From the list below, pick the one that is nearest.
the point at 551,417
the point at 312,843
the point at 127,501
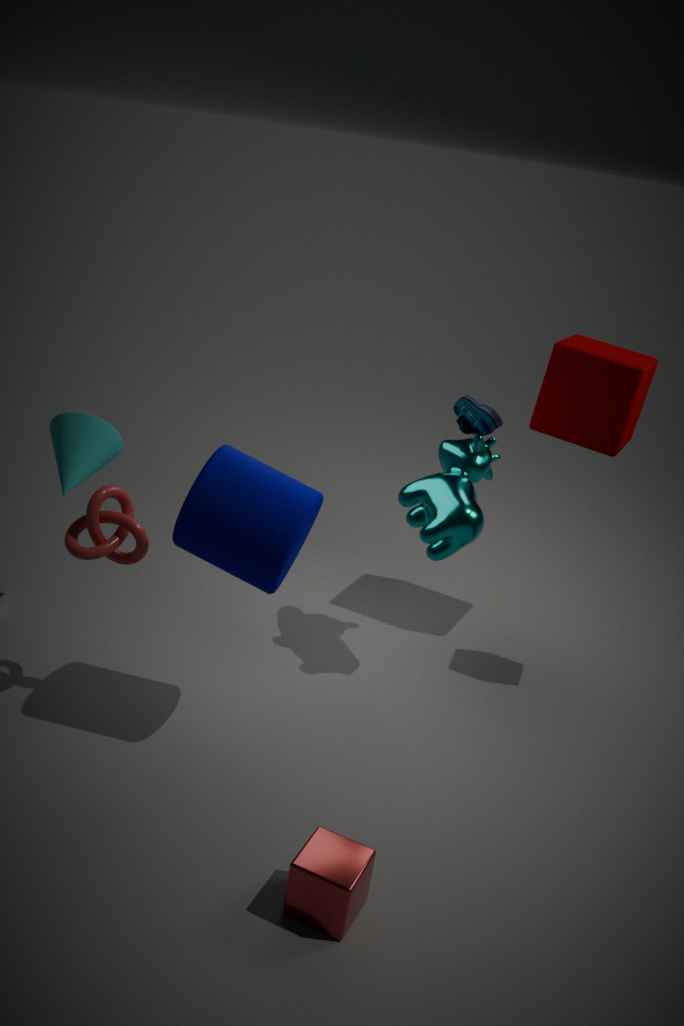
the point at 312,843
